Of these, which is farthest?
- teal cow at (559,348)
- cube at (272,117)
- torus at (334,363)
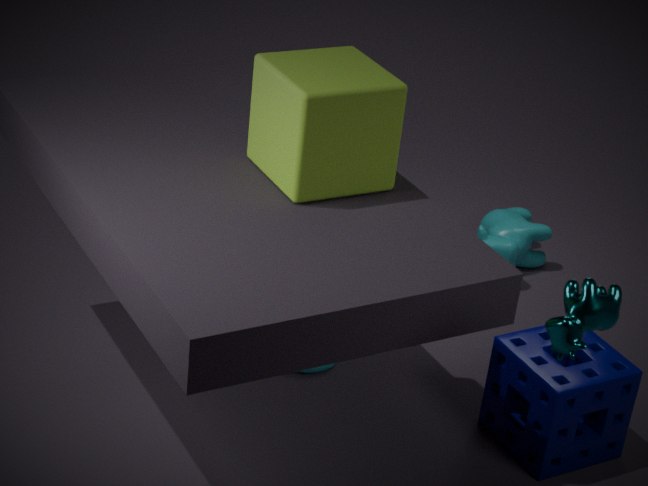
torus at (334,363)
